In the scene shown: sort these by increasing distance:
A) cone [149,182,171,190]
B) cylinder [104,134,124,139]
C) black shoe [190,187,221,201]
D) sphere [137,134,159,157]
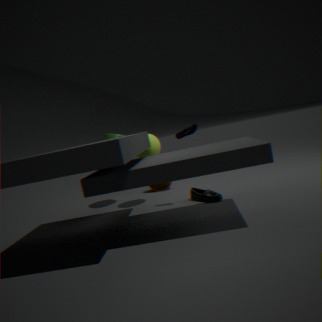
black shoe [190,187,221,201]
sphere [137,134,159,157]
cylinder [104,134,124,139]
cone [149,182,171,190]
